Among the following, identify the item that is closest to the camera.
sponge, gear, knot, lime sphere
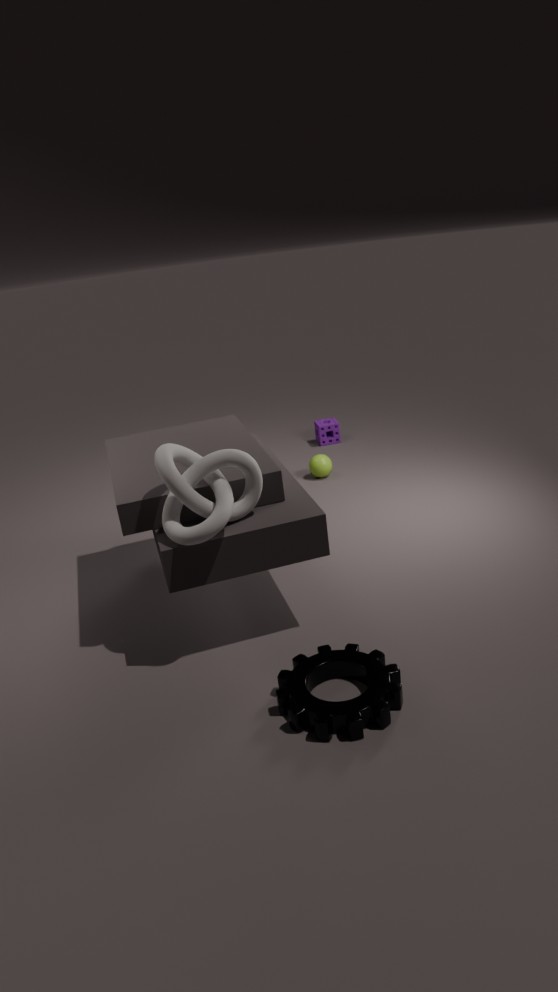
gear
